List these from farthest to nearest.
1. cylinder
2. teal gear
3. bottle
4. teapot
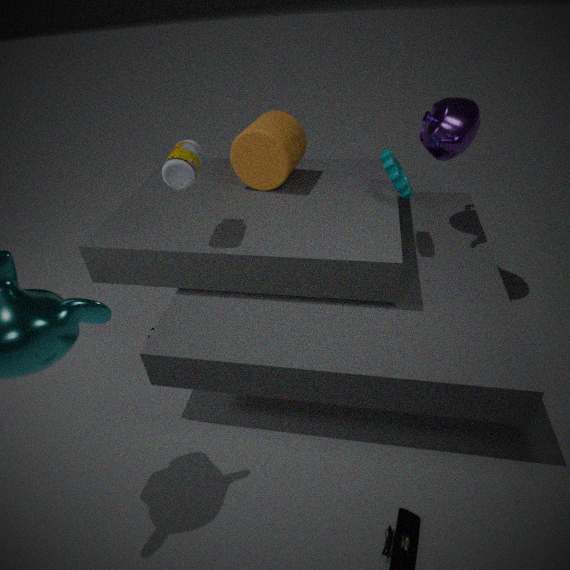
cylinder → teapot → teal gear → bottle
